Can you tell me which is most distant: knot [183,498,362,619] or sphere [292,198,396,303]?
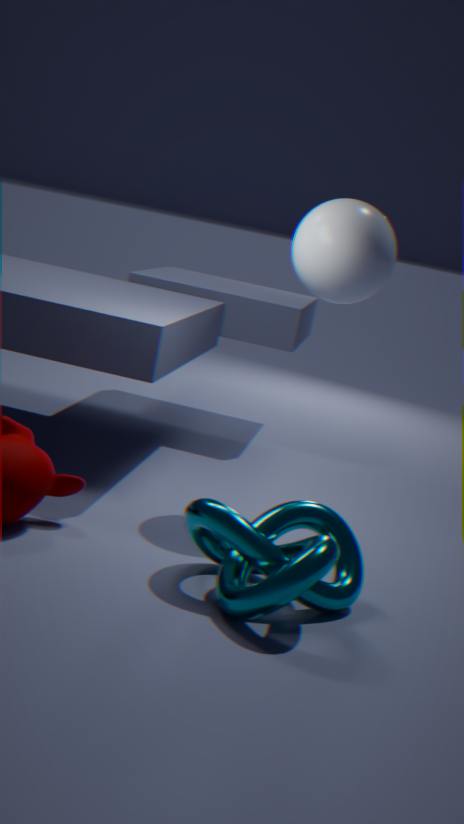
sphere [292,198,396,303]
